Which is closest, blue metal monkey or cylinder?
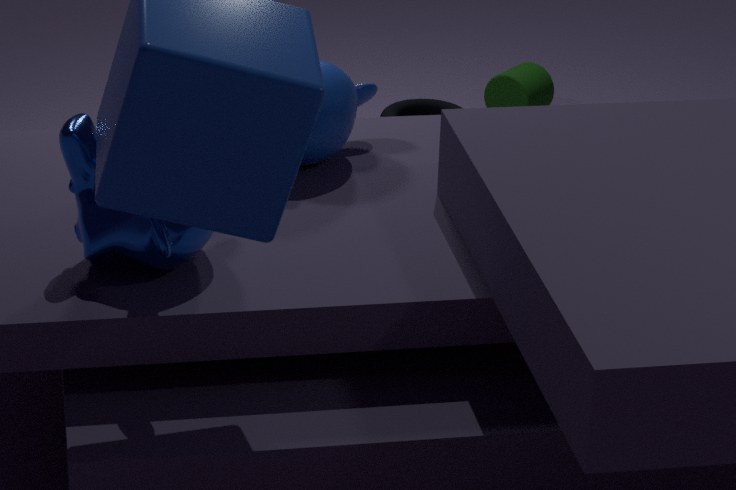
blue metal monkey
